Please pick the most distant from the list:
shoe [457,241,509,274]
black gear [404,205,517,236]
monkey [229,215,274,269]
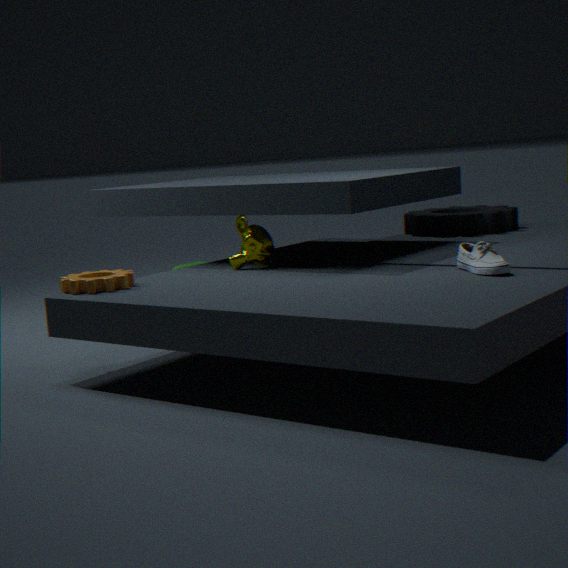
black gear [404,205,517,236]
